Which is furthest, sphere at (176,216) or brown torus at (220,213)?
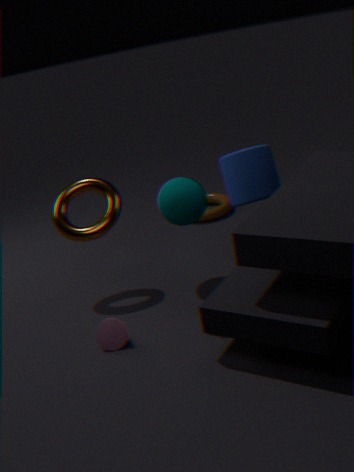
brown torus at (220,213)
